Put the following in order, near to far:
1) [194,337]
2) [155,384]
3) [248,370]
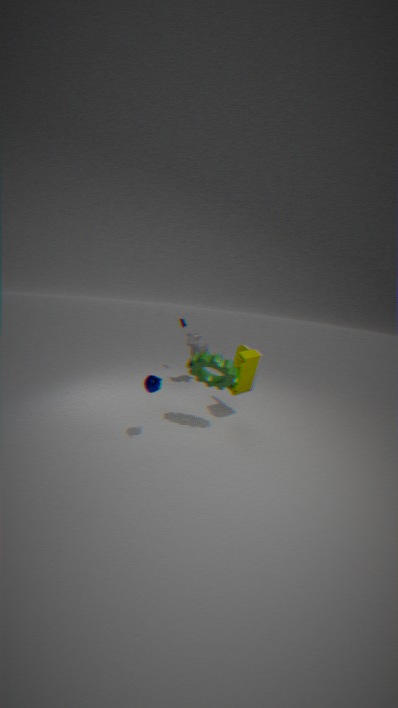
2. [155,384] < 3. [248,370] < 1. [194,337]
